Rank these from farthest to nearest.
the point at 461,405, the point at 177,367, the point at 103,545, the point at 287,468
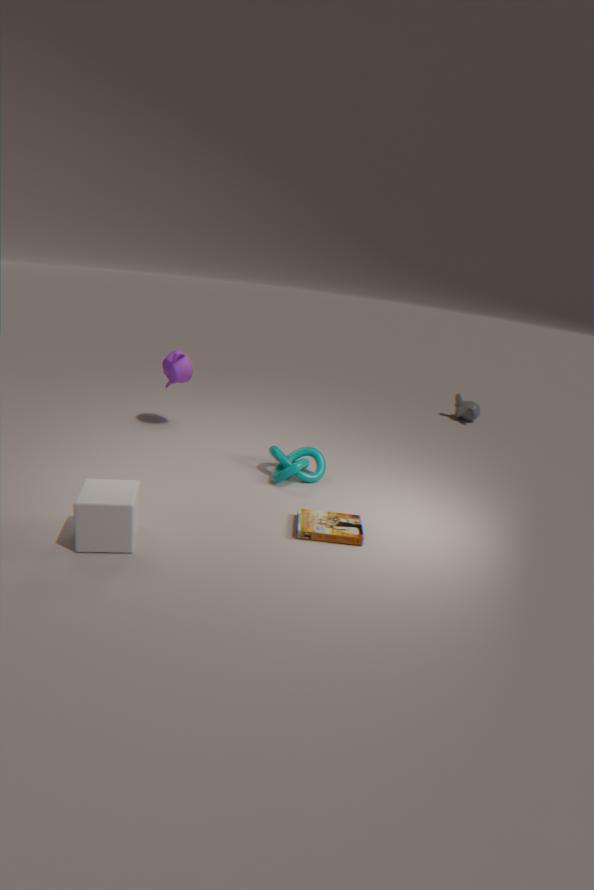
the point at 461,405
the point at 177,367
the point at 287,468
the point at 103,545
